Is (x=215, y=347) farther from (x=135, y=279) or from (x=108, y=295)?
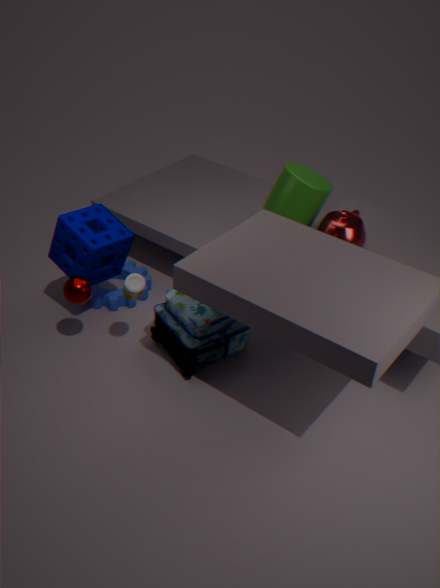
(x=108, y=295)
